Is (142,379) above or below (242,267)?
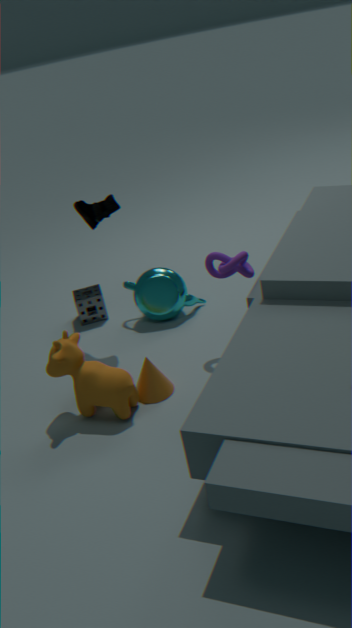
below
